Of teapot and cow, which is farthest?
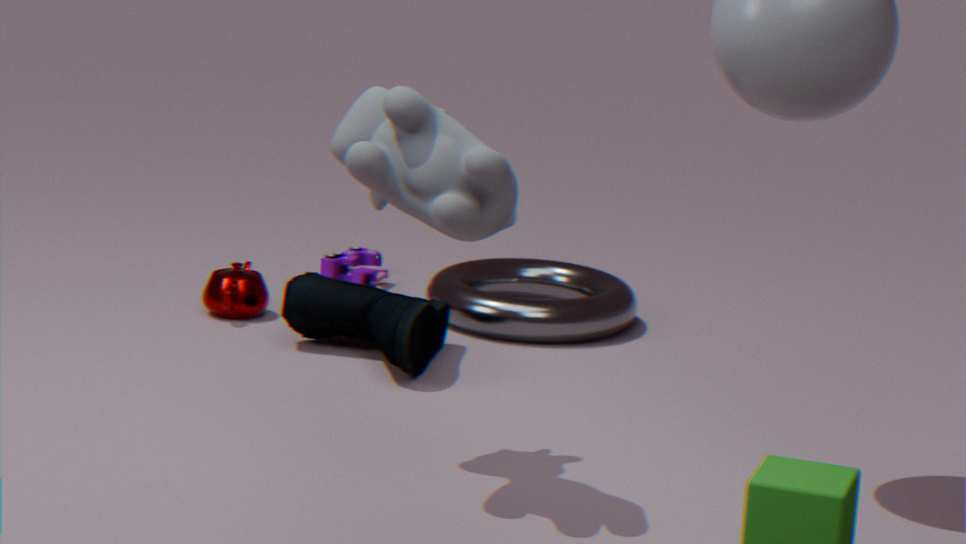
teapot
